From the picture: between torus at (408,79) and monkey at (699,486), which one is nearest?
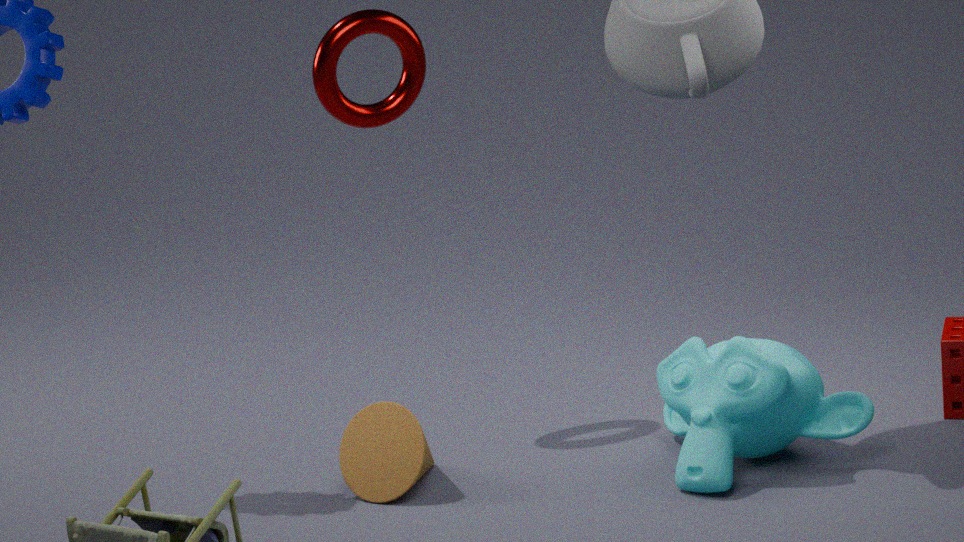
monkey at (699,486)
